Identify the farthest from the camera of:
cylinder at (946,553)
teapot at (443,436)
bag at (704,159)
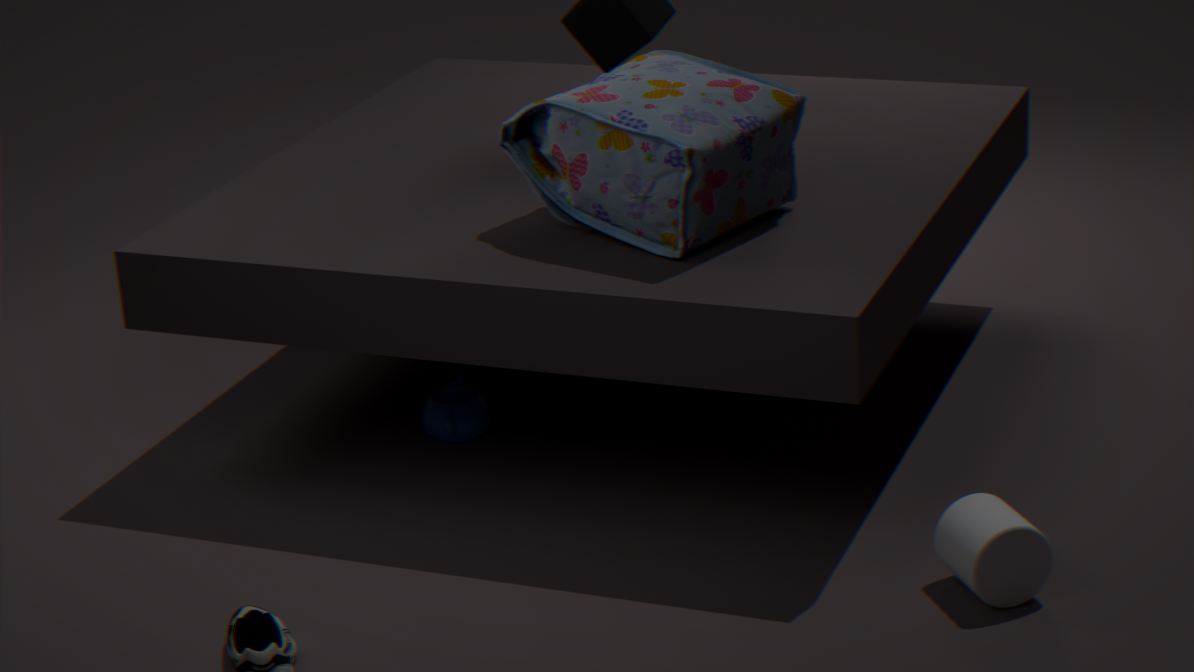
teapot at (443,436)
